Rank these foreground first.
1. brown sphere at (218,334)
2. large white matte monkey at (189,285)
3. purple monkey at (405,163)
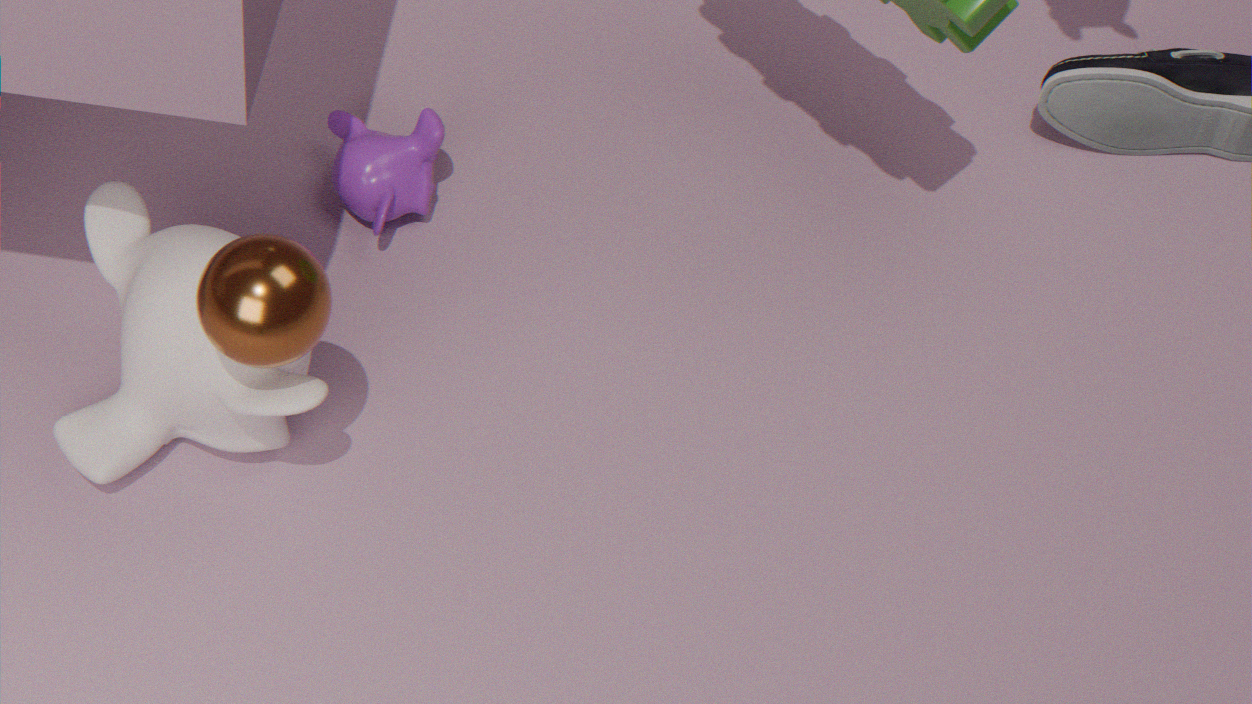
→ brown sphere at (218,334) → large white matte monkey at (189,285) → purple monkey at (405,163)
